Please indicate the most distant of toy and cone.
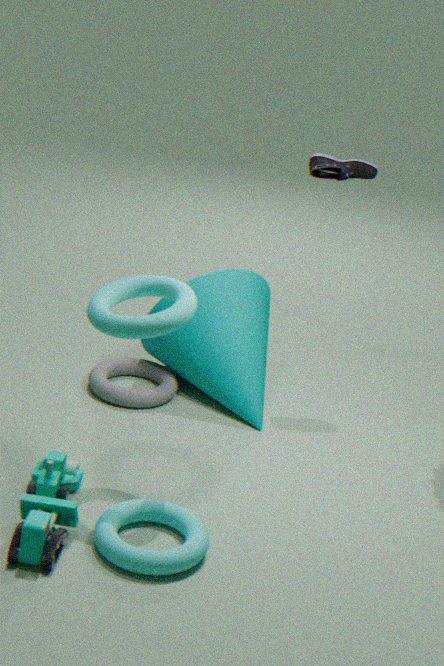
cone
